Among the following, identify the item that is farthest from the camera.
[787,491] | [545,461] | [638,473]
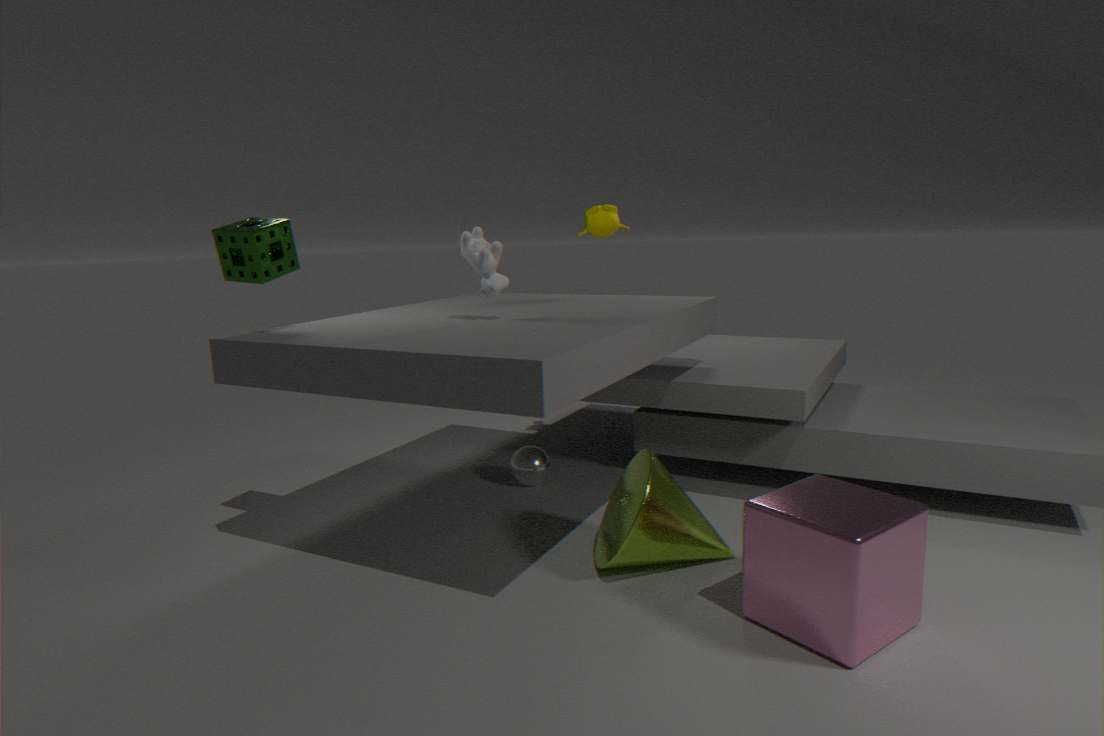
[545,461]
